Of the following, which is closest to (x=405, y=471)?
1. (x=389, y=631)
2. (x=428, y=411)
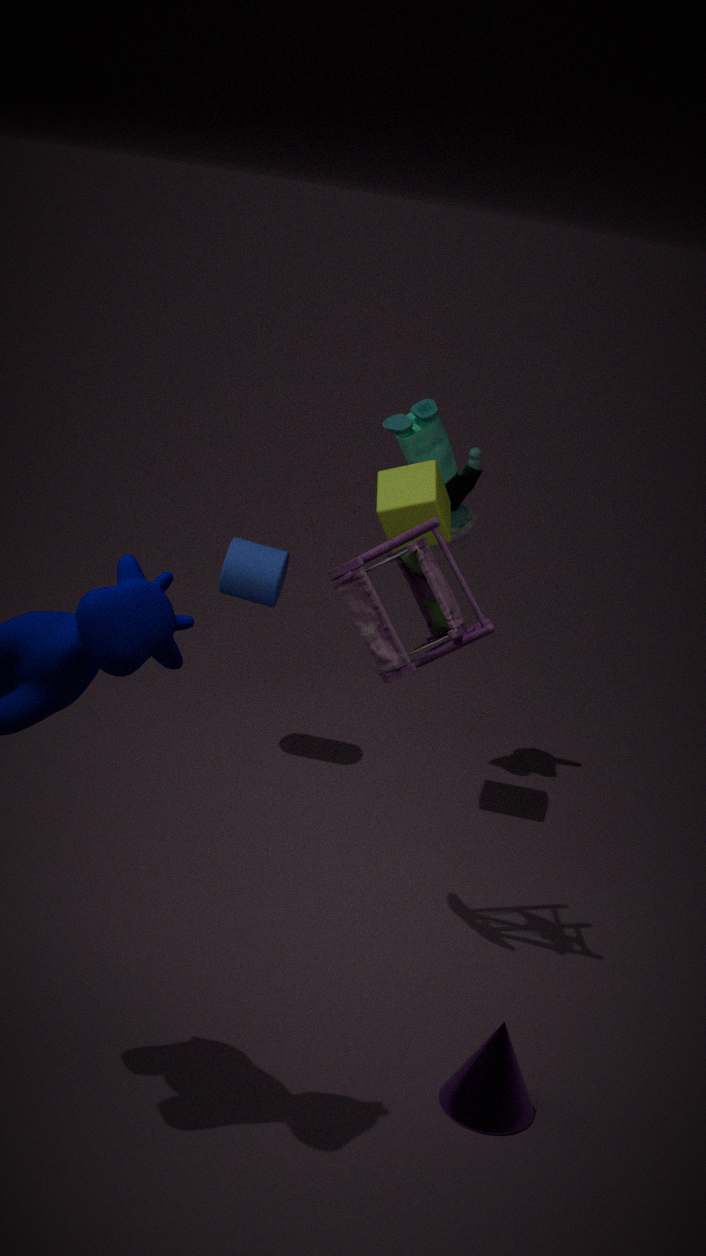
(x=428, y=411)
